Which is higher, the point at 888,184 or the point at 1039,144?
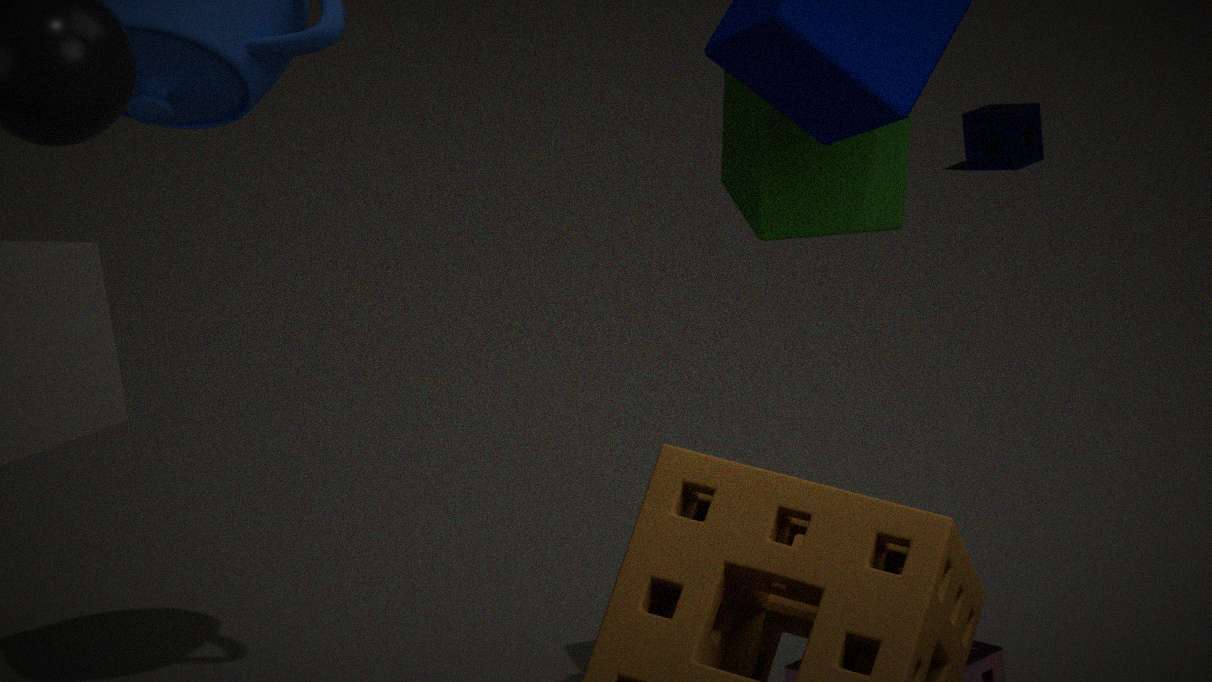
the point at 888,184
